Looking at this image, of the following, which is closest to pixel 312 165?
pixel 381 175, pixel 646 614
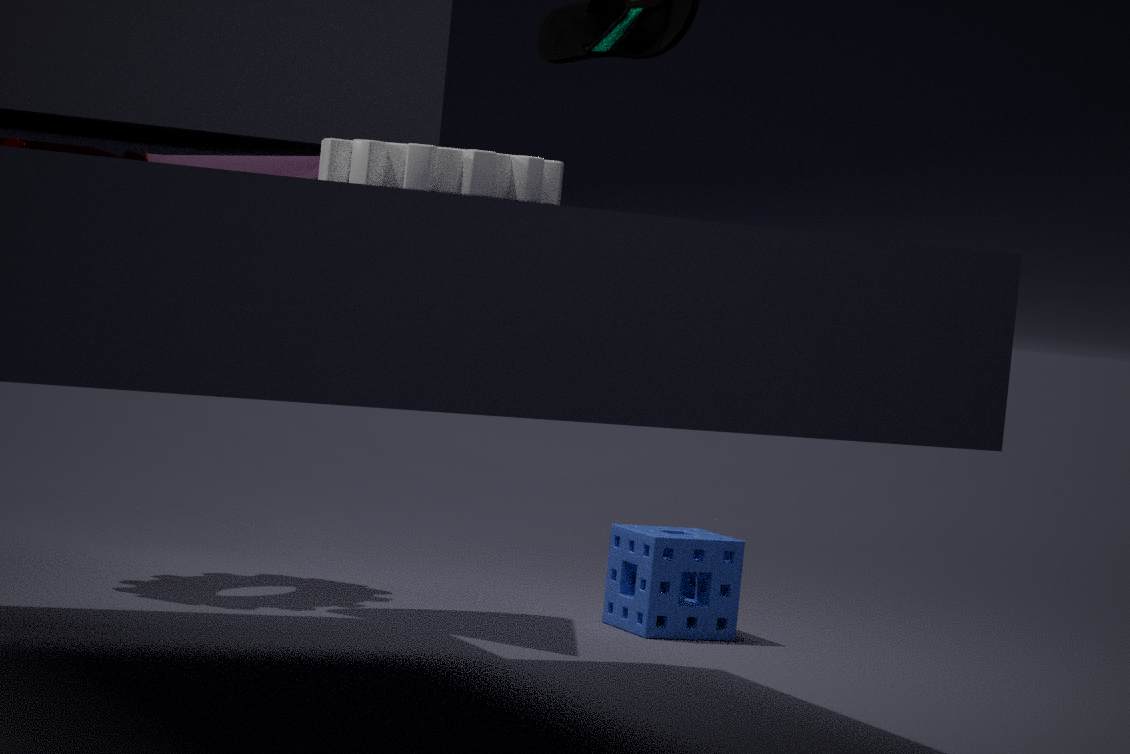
pixel 646 614
